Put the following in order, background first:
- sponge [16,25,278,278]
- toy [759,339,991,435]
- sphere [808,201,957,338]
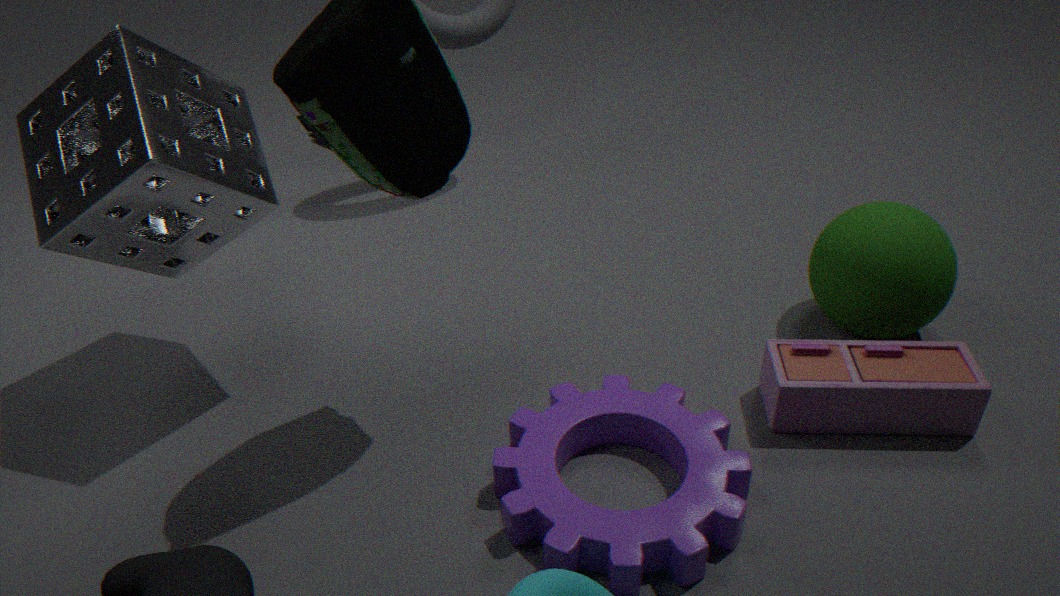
1. sphere [808,201,957,338]
2. toy [759,339,991,435]
3. sponge [16,25,278,278]
